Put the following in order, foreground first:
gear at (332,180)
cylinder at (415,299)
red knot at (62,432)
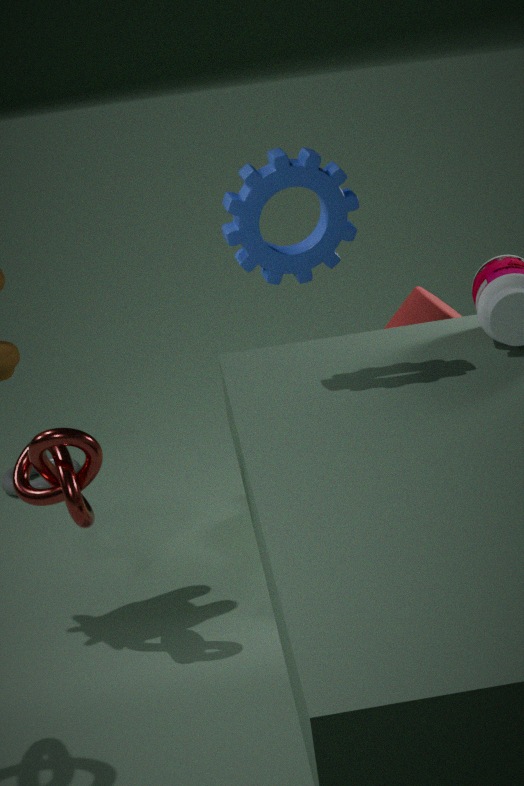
1. gear at (332,180)
2. red knot at (62,432)
3. cylinder at (415,299)
